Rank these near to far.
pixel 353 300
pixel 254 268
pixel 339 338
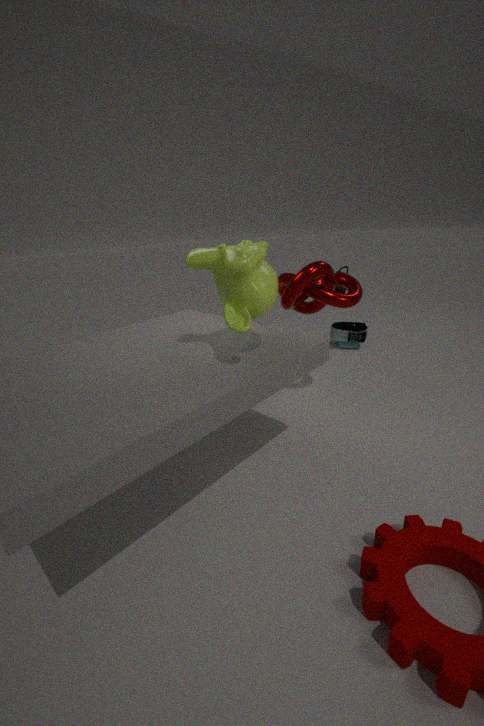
1. pixel 254 268
2. pixel 353 300
3. pixel 339 338
